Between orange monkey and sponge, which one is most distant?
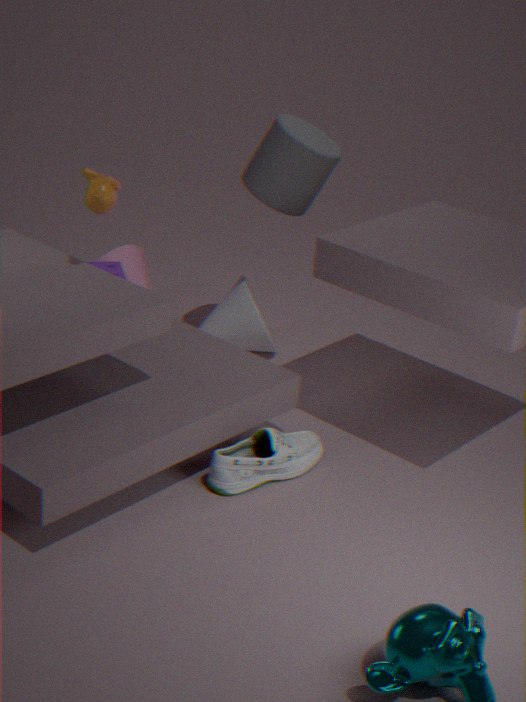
sponge
